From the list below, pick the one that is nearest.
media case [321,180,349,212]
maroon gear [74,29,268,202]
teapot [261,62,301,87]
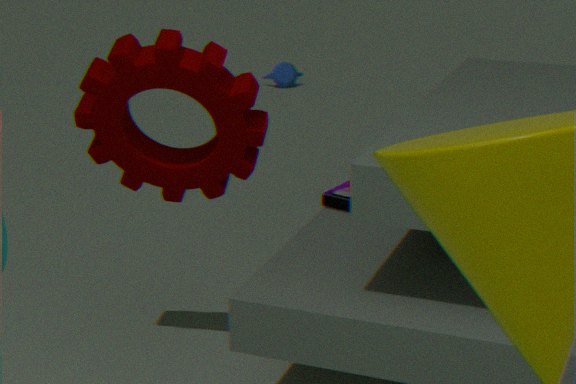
A: maroon gear [74,29,268,202]
